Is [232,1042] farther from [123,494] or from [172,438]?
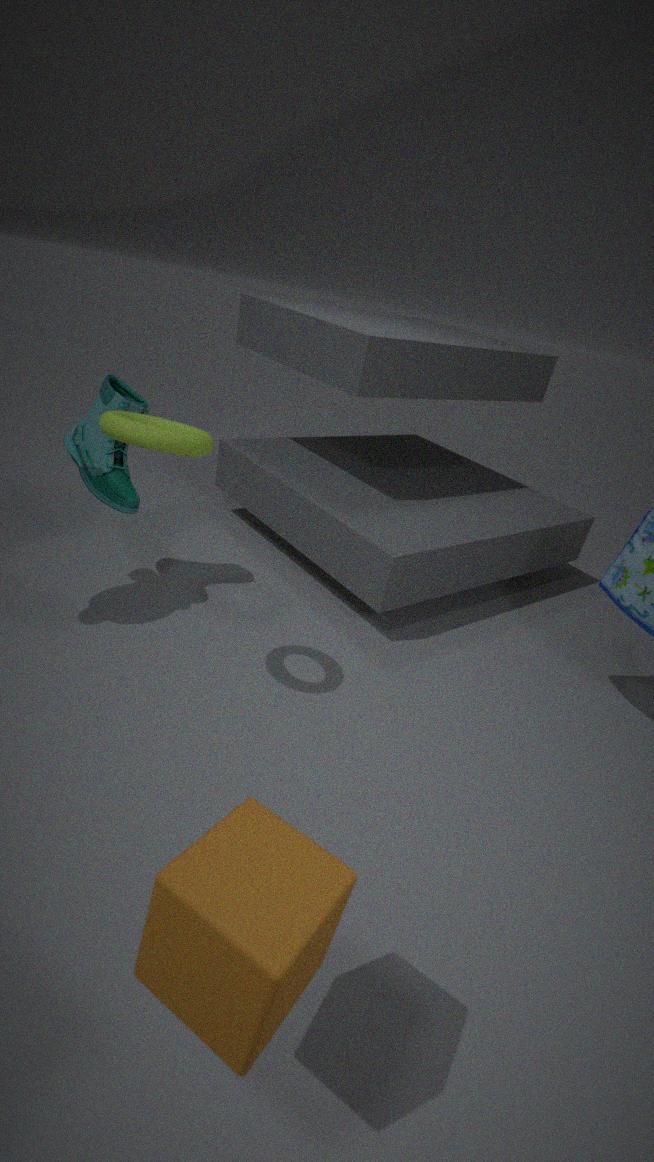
[123,494]
